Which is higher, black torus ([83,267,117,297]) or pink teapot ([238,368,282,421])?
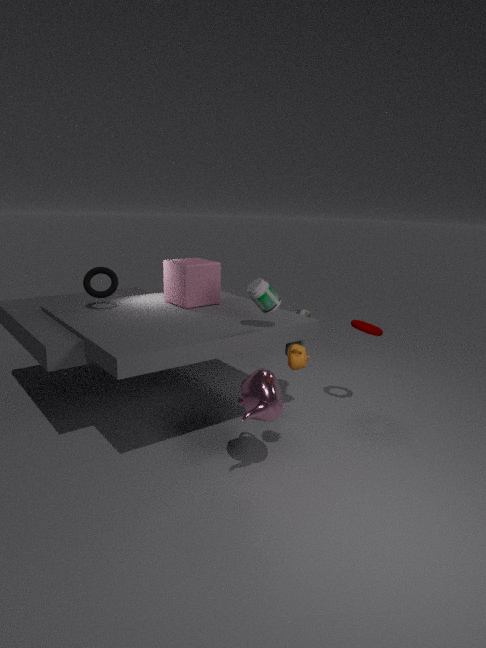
black torus ([83,267,117,297])
